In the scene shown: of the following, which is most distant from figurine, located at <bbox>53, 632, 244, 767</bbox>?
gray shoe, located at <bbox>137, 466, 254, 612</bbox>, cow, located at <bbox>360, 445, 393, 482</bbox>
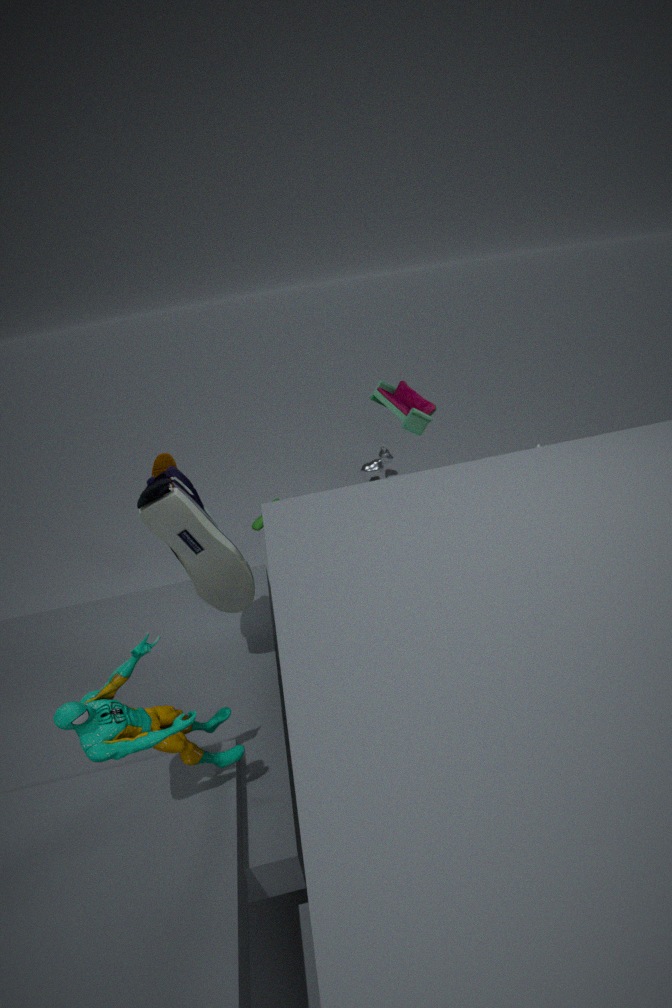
cow, located at <bbox>360, 445, 393, 482</bbox>
